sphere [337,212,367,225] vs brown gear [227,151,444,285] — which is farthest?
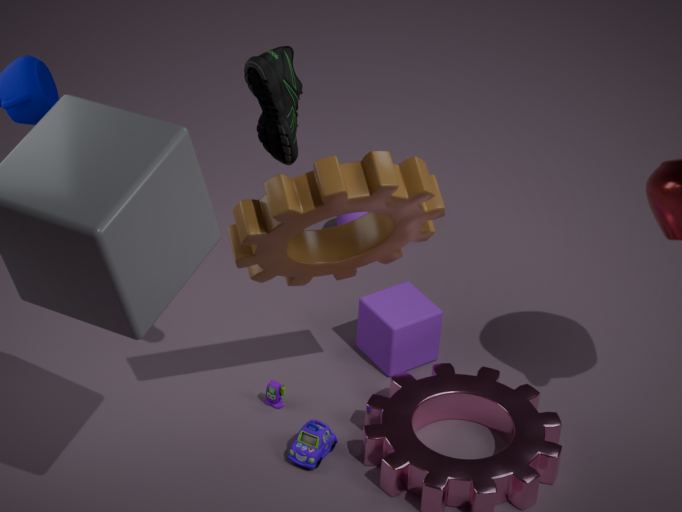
sphere [337,212,367,225]
